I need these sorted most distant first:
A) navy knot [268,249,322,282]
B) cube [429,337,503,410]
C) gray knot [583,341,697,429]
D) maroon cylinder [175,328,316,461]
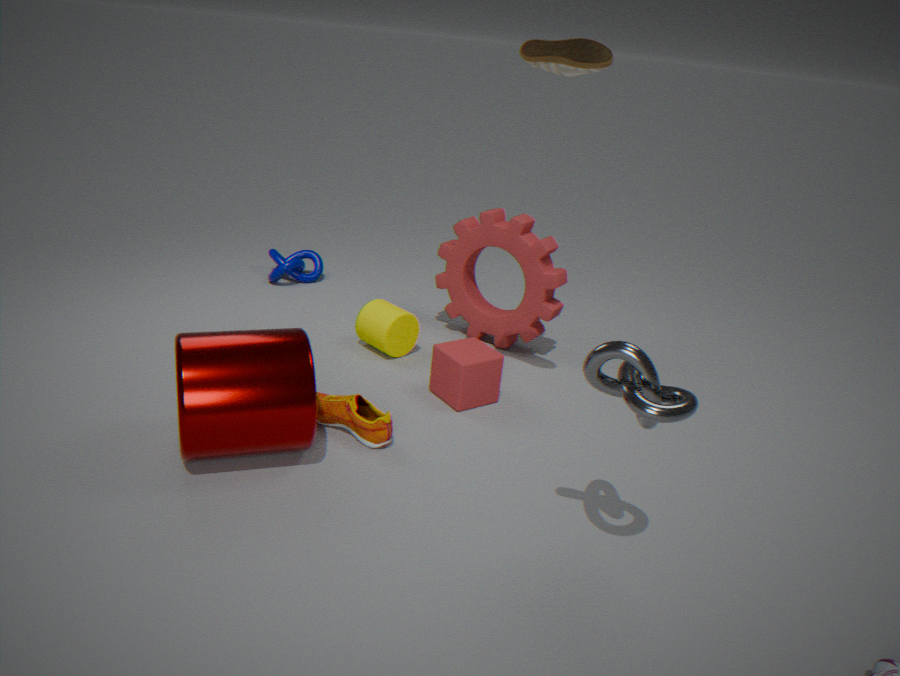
navy knot [268,249,322,282], cube [429,337,503,410], maroon cylinder [175,328,316,461], gray knot [583,341,697,429]
